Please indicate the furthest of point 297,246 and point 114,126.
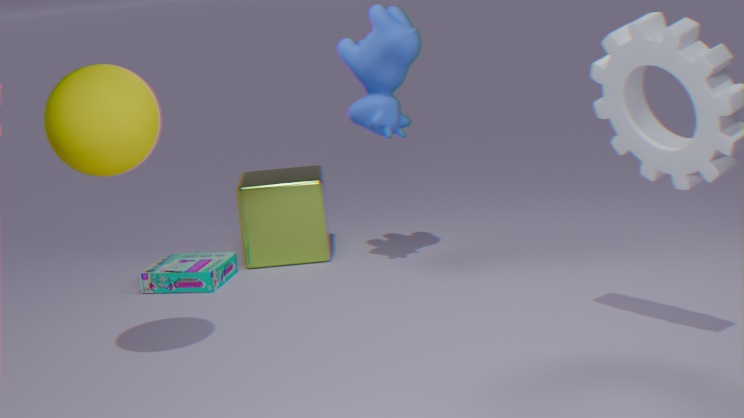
point 297,246
